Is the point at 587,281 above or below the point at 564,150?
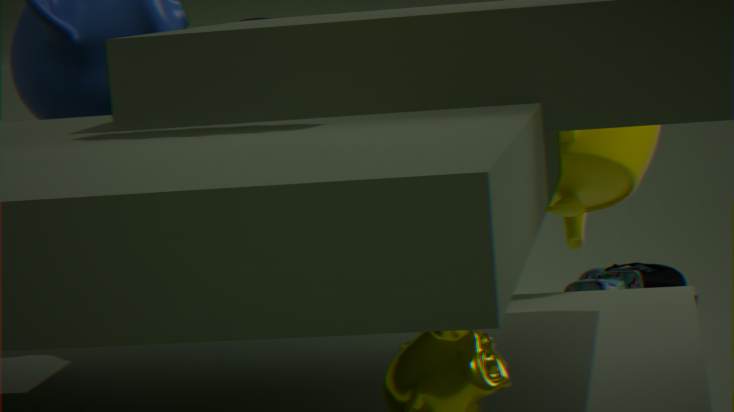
below
